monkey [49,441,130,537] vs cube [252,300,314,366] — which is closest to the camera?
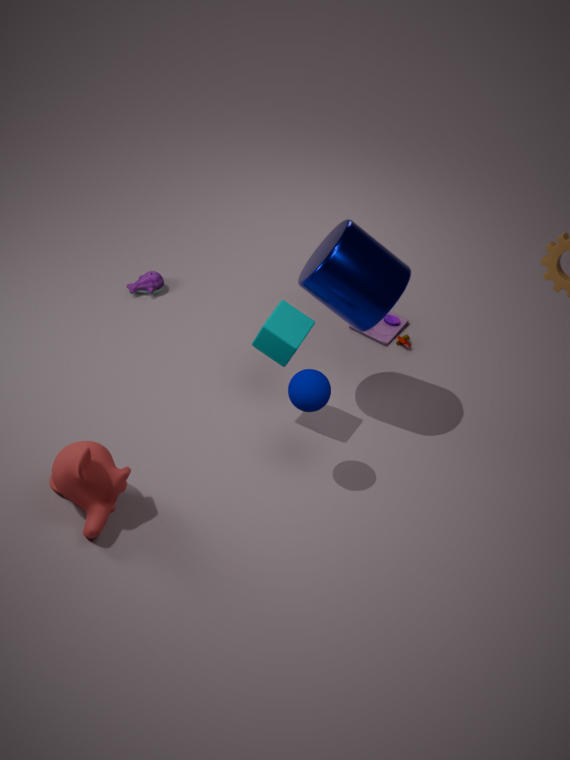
monkey [49,441,130,537]
